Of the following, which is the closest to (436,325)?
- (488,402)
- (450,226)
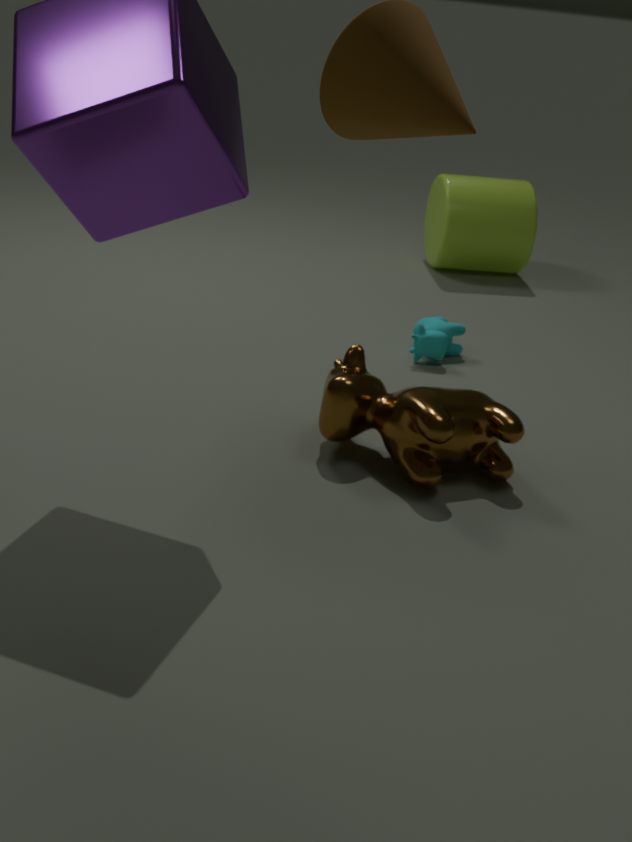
(488,402)
